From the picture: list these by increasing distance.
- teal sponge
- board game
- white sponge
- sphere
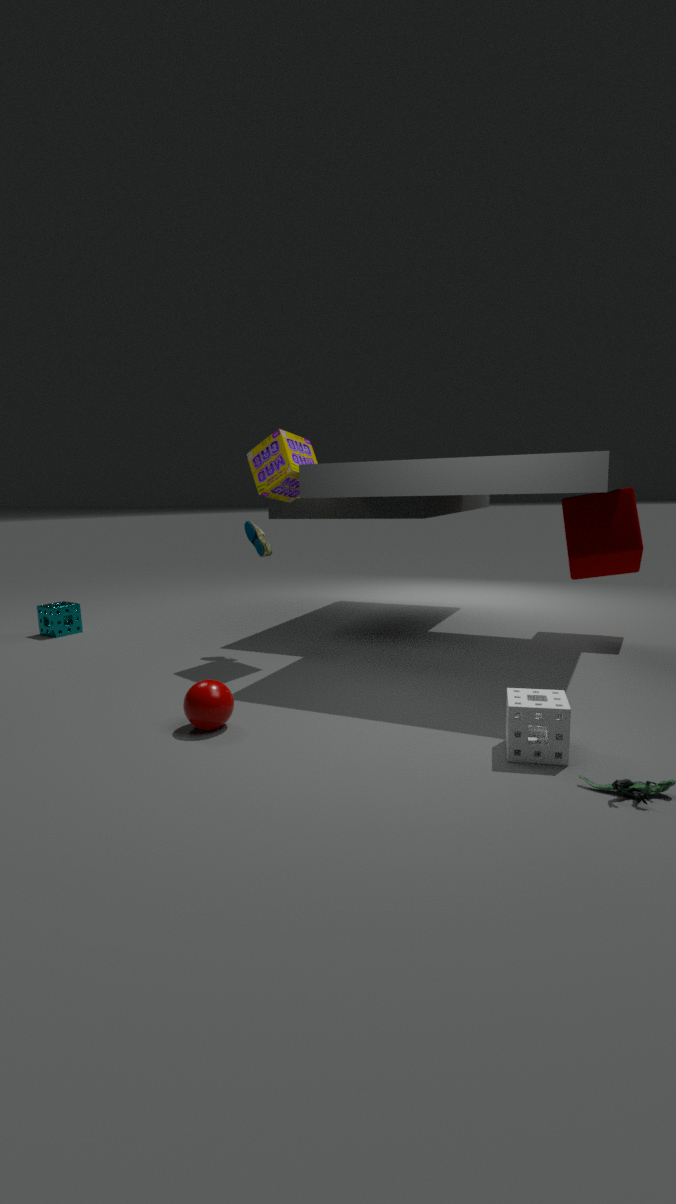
white sponge < sphere < board game < teal sponge
